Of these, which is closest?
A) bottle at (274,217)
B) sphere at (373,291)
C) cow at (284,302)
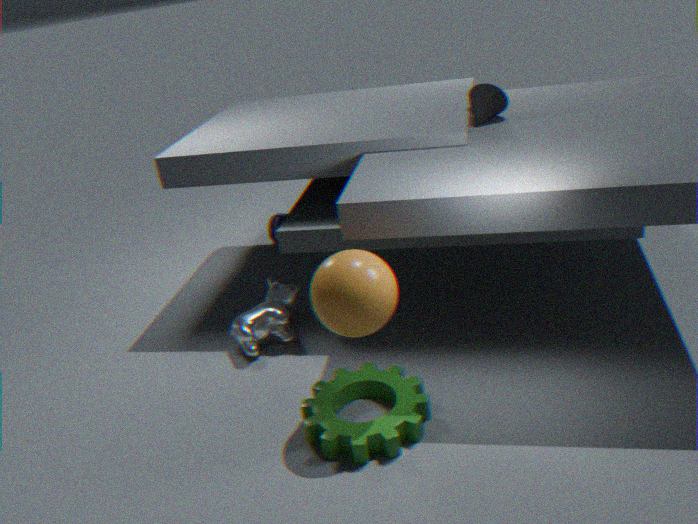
sphere at (373,291)
